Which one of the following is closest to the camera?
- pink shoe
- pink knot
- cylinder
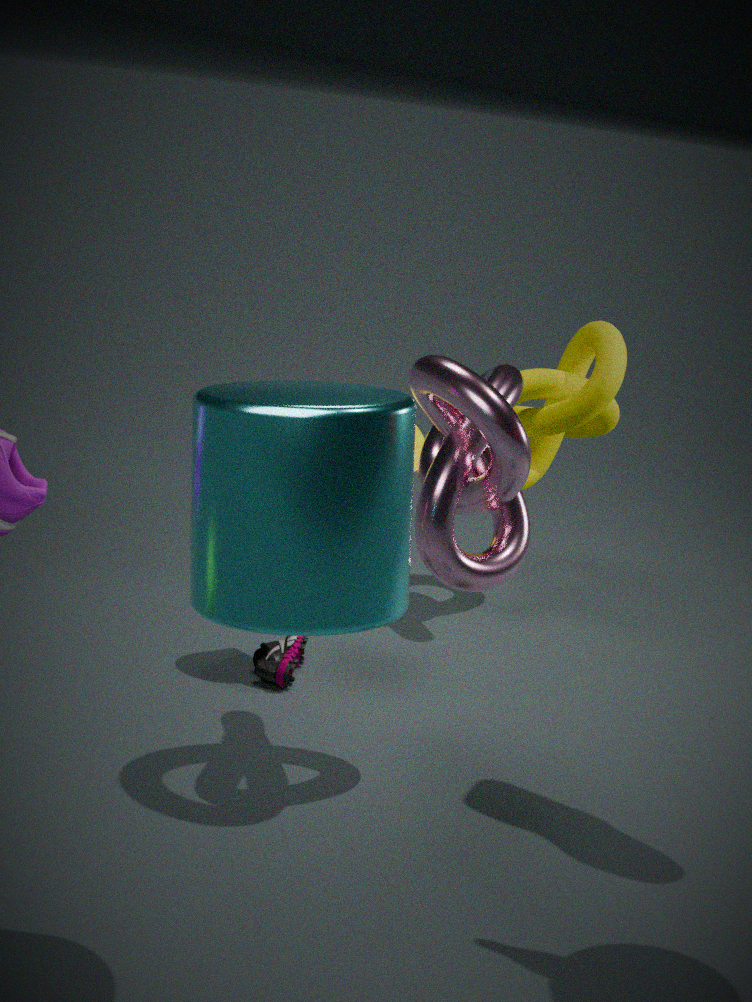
cylinder
